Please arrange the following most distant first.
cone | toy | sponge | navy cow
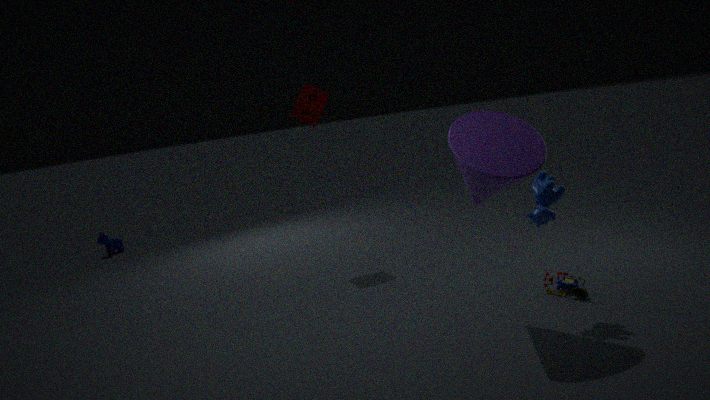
navy cow → sponge → toy → cone
